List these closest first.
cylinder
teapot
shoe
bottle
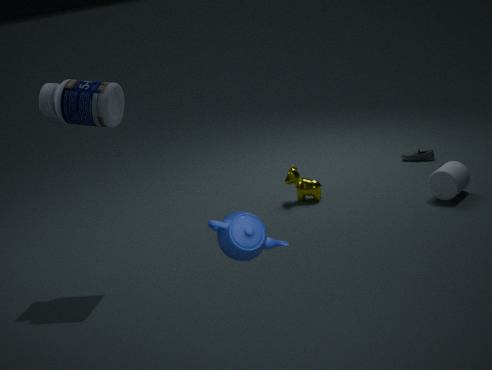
1. teapot
2. bottle
3. cylinder
4. shoe
